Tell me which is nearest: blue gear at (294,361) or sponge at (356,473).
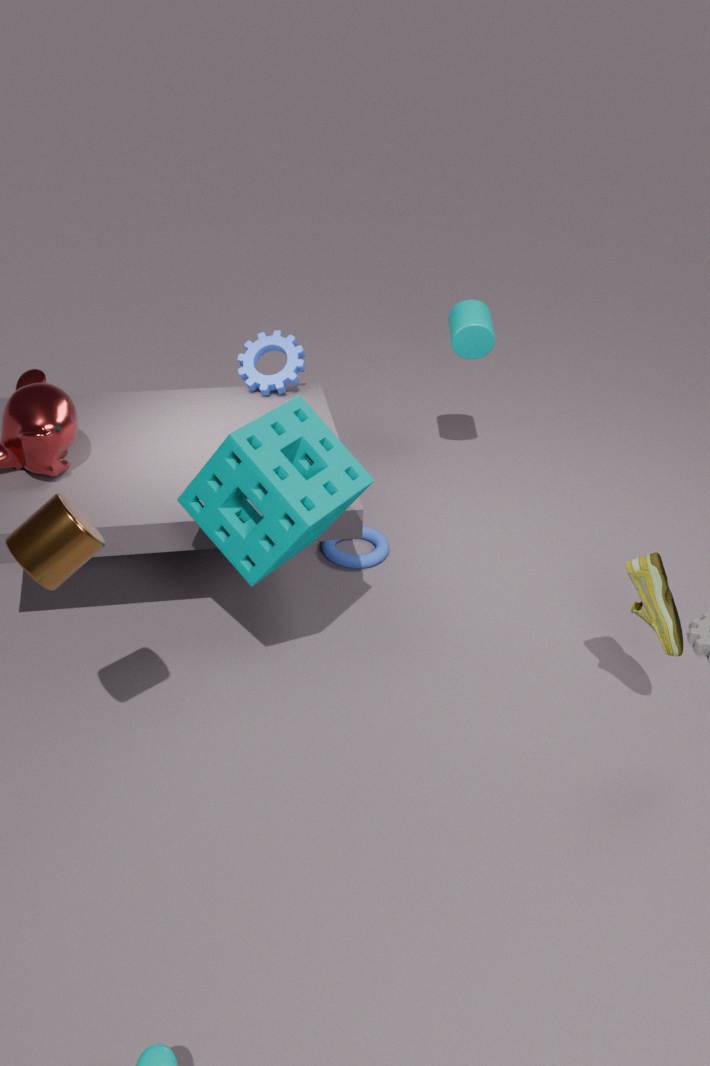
sponge at (356,473)
